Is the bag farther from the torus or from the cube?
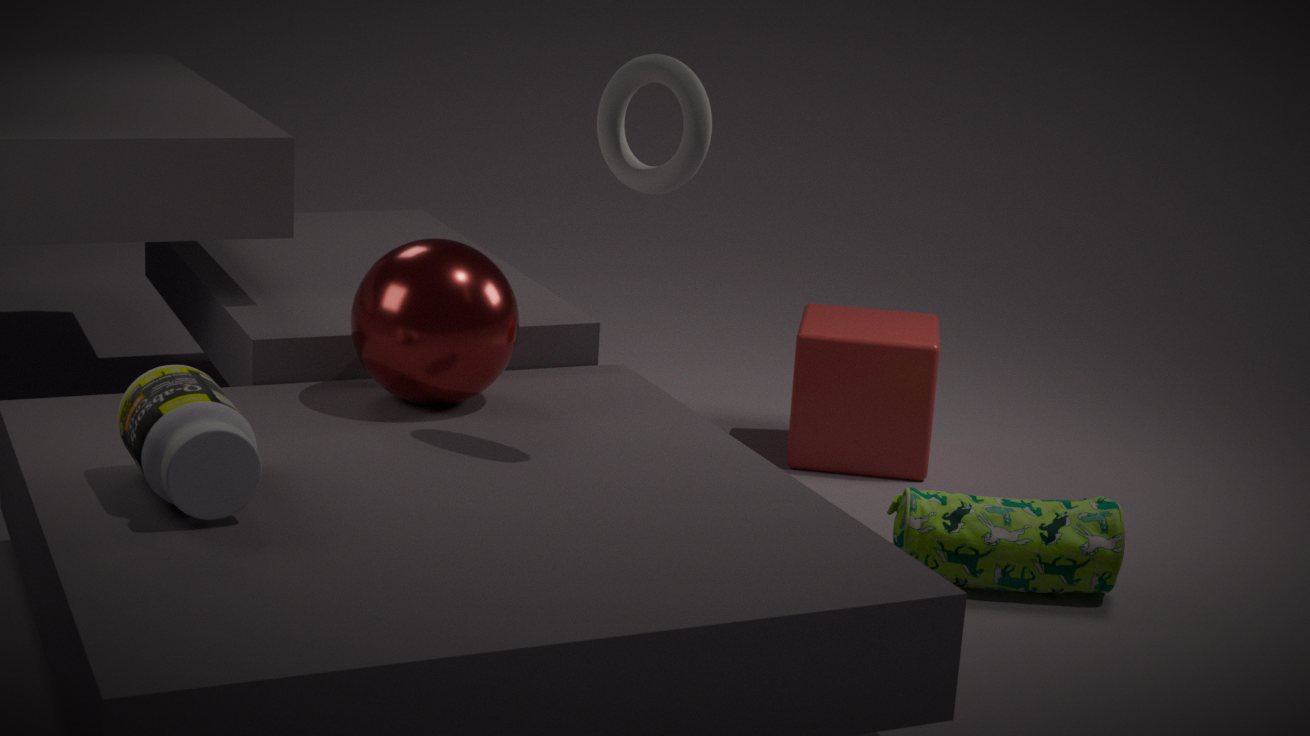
the torus
